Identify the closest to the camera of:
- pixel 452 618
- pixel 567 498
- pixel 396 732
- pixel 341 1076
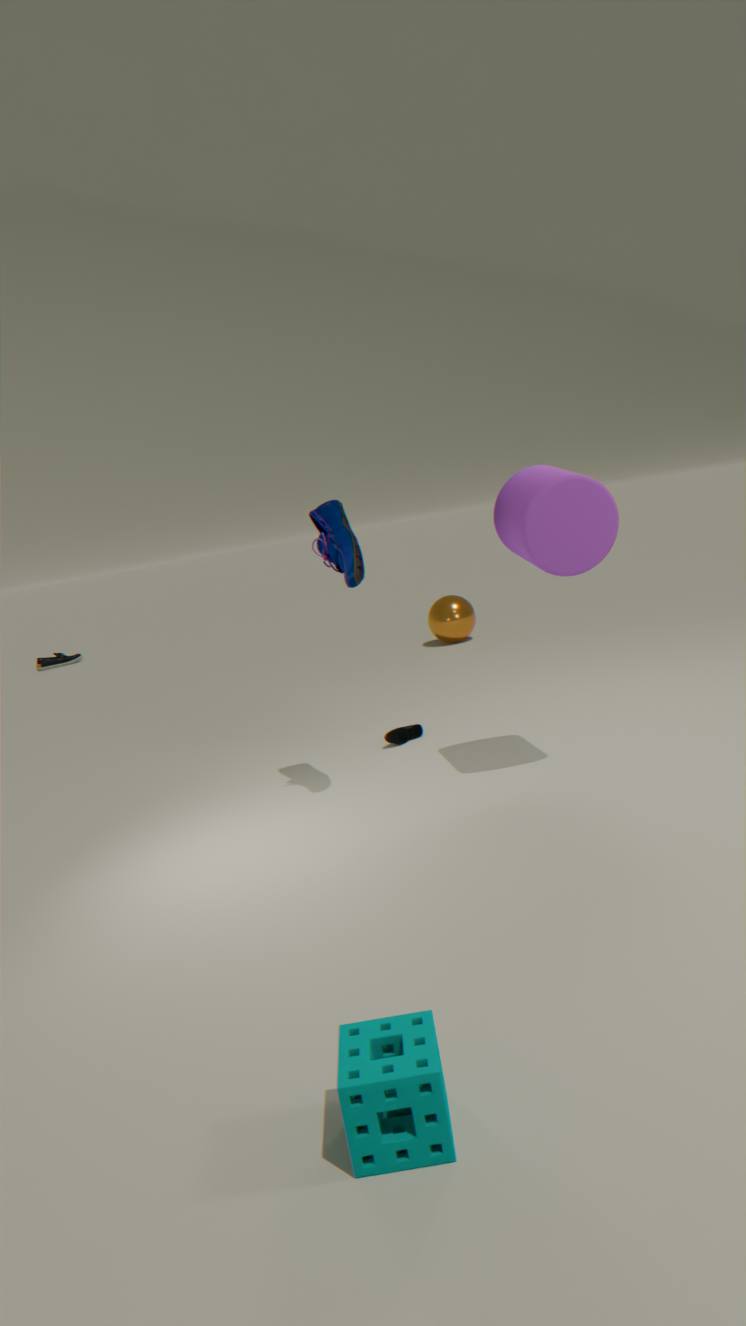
pixel 341 1076
